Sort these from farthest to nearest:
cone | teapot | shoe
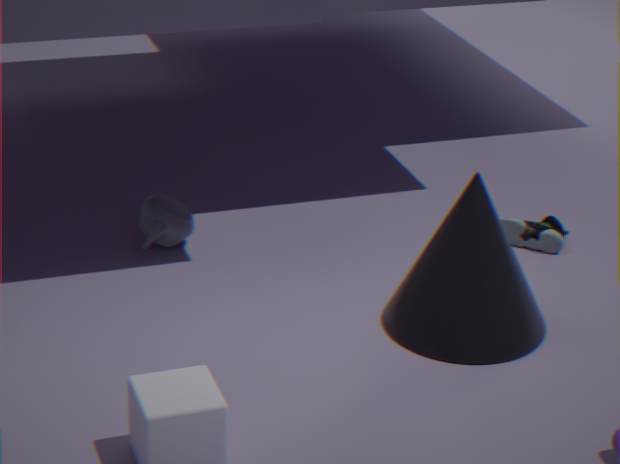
shoe < teapot < cone
